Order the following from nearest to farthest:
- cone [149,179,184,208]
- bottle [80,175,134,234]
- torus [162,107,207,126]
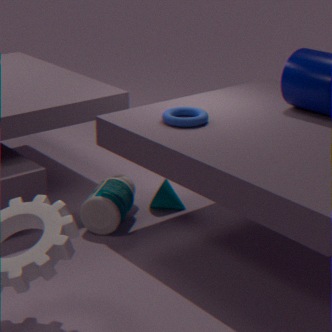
1. torus [162,107,207,126]
2. bottle [80,175,134,234]
3. cone [149,179,184,208]
